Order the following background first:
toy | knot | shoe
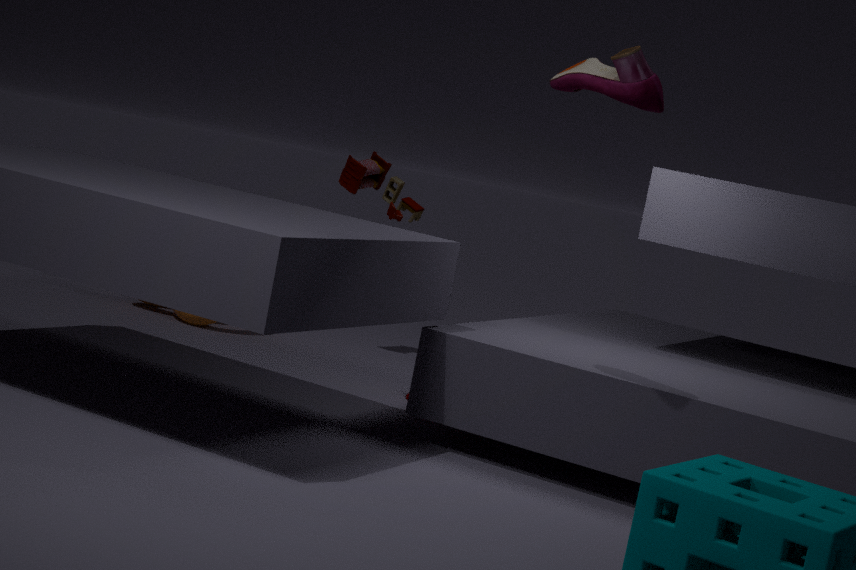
toy < knot < shoe
